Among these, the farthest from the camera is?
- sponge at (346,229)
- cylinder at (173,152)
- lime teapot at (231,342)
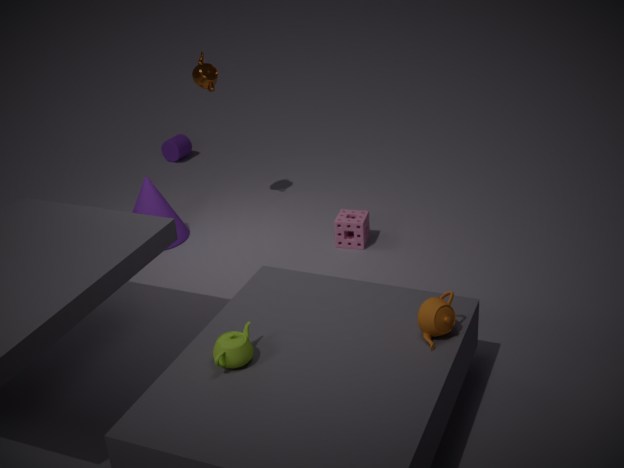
cylinder at (173,152)
